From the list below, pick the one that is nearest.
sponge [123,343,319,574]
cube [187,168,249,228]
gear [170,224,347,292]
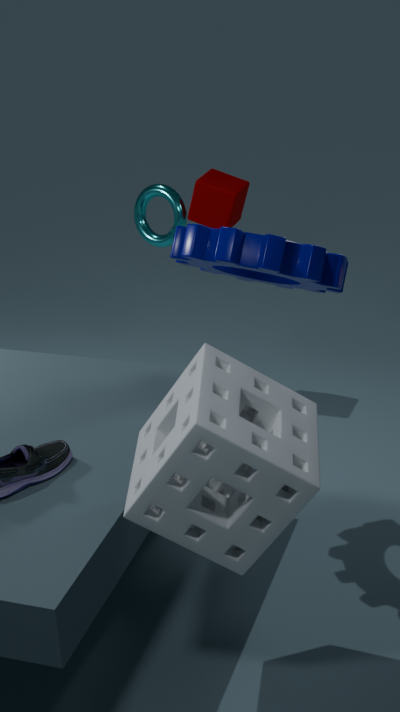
sponge [123,343,319,574]
